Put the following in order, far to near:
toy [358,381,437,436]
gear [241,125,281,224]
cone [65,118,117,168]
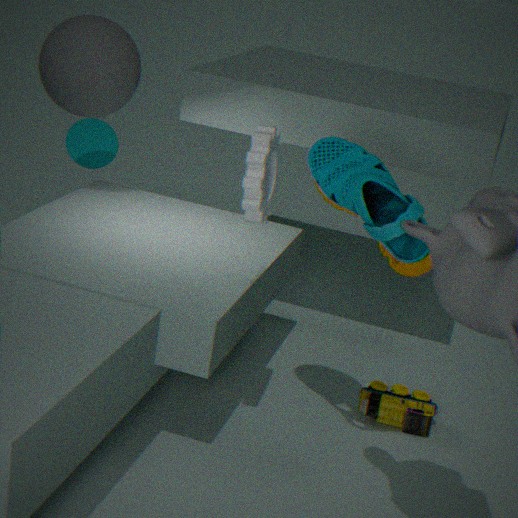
cone [65,118,117,168]
toy [358,381,437,436]
gear [241,125,281,224]
